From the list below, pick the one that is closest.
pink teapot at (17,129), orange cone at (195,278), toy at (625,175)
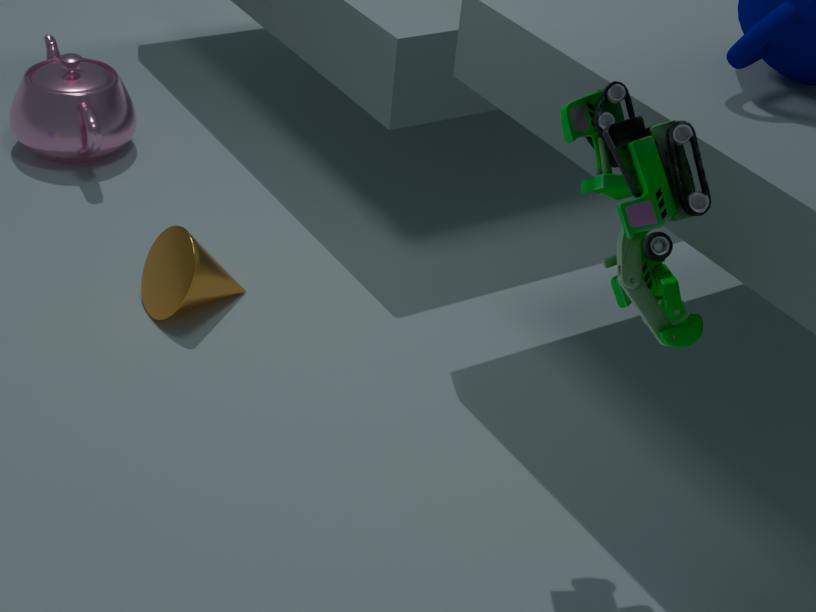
toy at (625,175)
